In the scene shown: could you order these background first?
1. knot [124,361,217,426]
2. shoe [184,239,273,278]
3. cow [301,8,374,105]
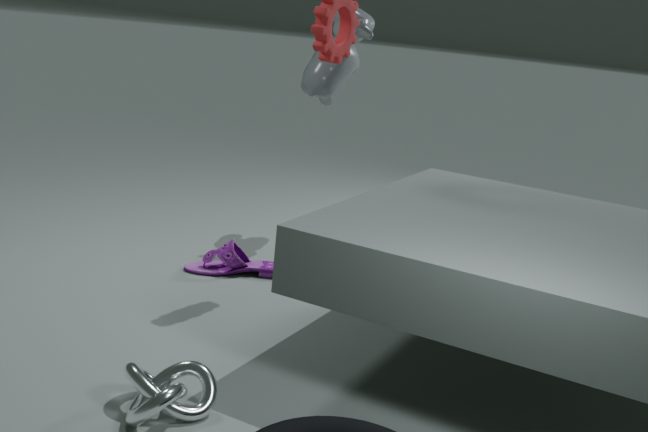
cow [301,8,374,105] < shoe [184,239,273,278] < knot [124,361,217,426]
